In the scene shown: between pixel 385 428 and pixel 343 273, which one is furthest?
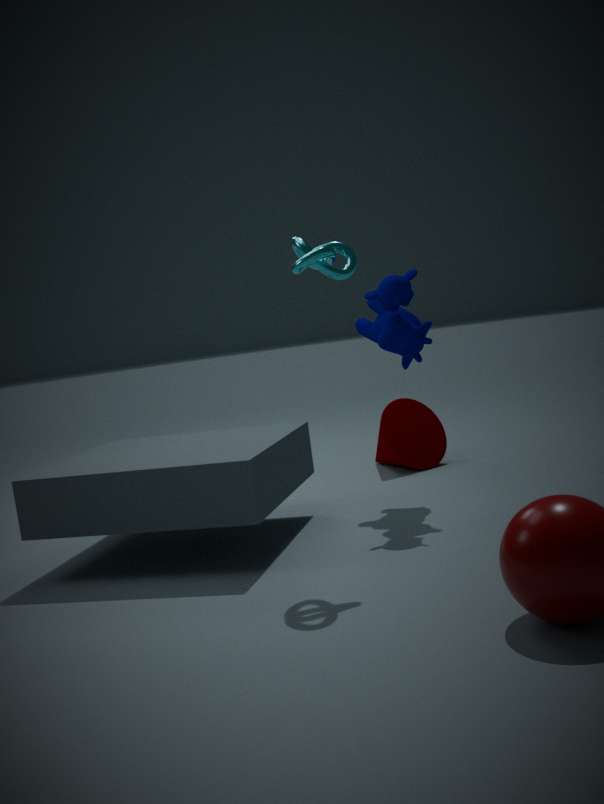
pixel 385 428
